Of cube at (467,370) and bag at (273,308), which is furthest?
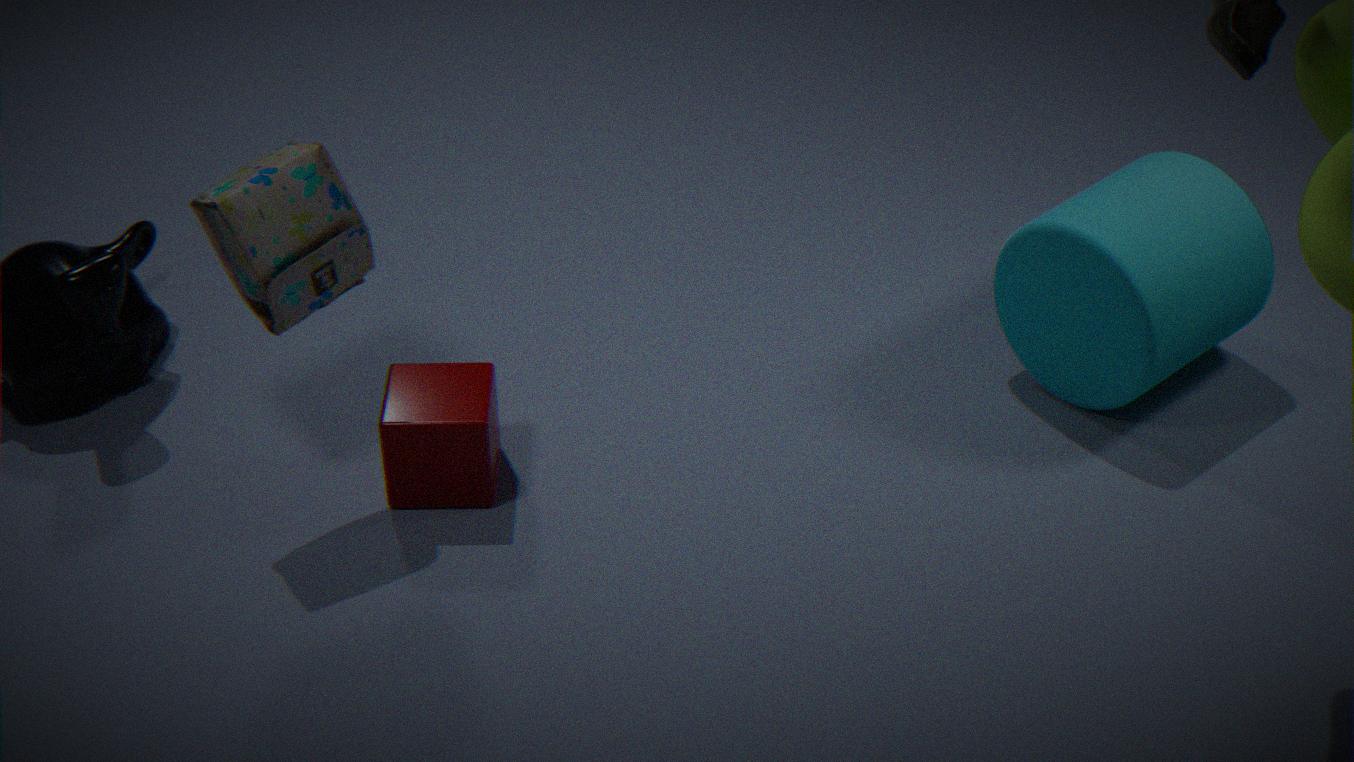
cube at (467,370)
